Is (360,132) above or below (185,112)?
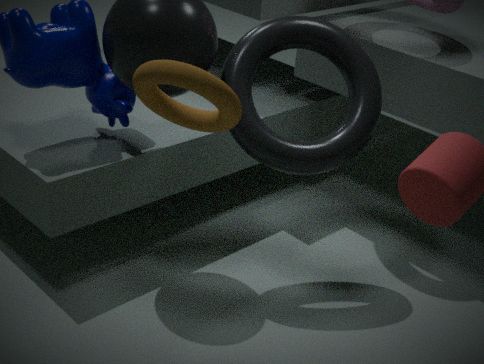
below
